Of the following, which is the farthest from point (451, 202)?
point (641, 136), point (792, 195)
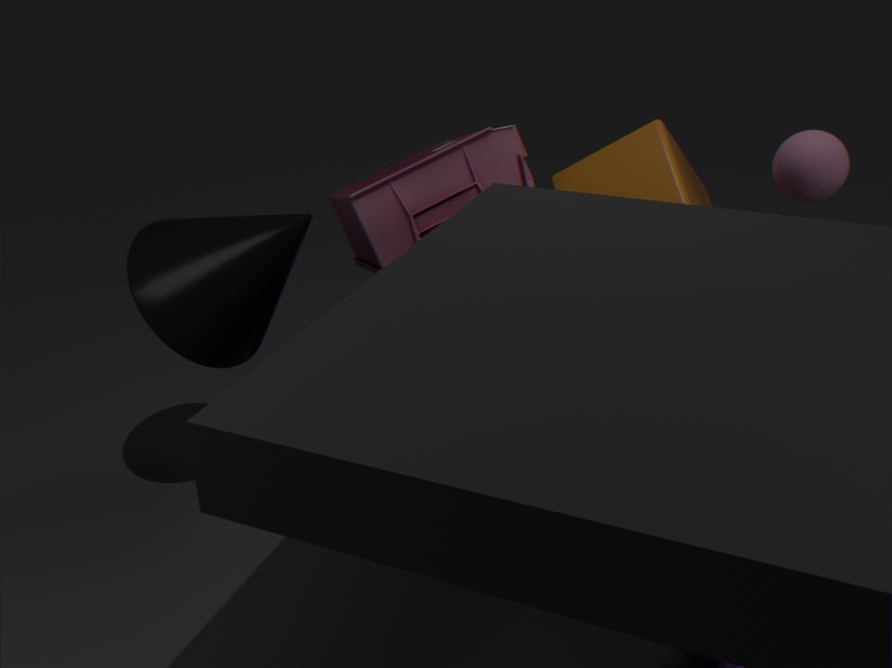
point (792, 195)
